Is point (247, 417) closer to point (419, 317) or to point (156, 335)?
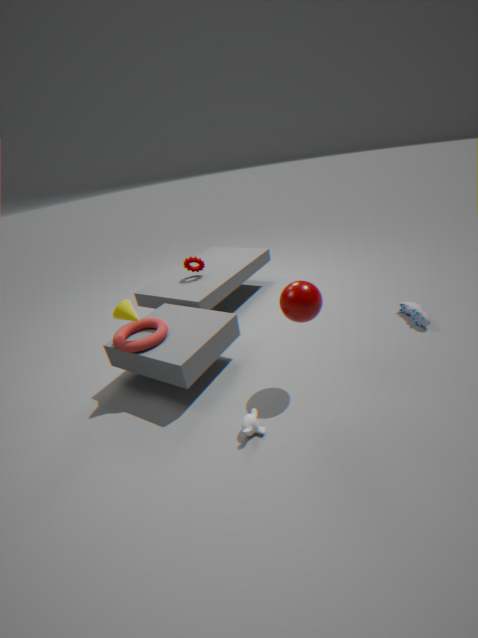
point (156, 335)
